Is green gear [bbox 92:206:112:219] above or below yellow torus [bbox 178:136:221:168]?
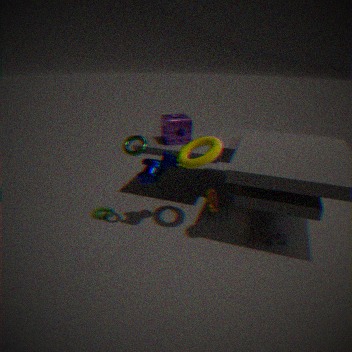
below
